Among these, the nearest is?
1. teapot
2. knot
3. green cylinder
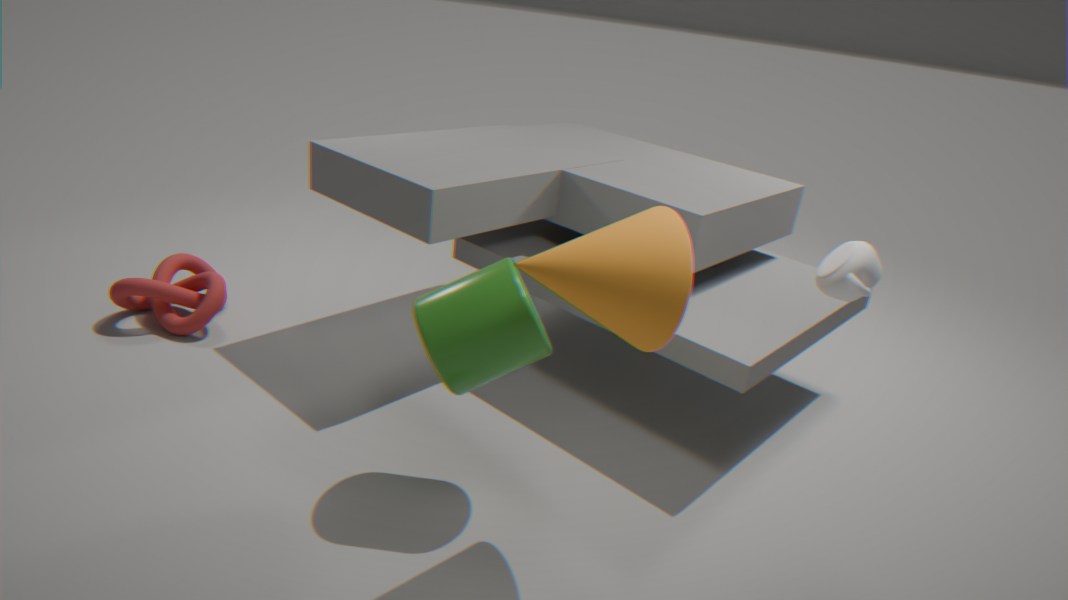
teapot
